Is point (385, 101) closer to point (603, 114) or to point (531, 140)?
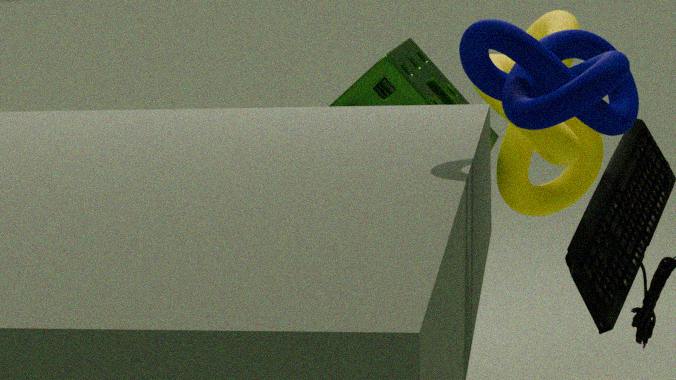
point (531, 140)
